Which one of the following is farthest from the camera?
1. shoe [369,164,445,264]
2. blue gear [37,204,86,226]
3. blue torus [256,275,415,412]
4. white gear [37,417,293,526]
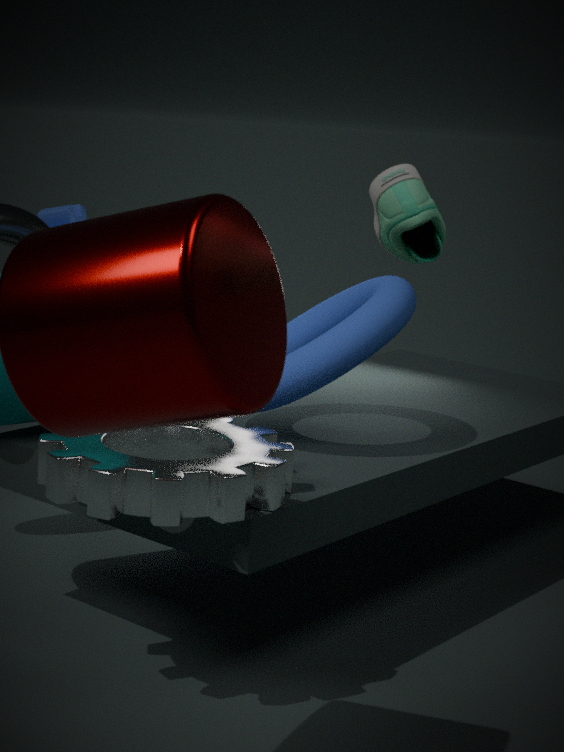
blue gear [37,204,86,226]
